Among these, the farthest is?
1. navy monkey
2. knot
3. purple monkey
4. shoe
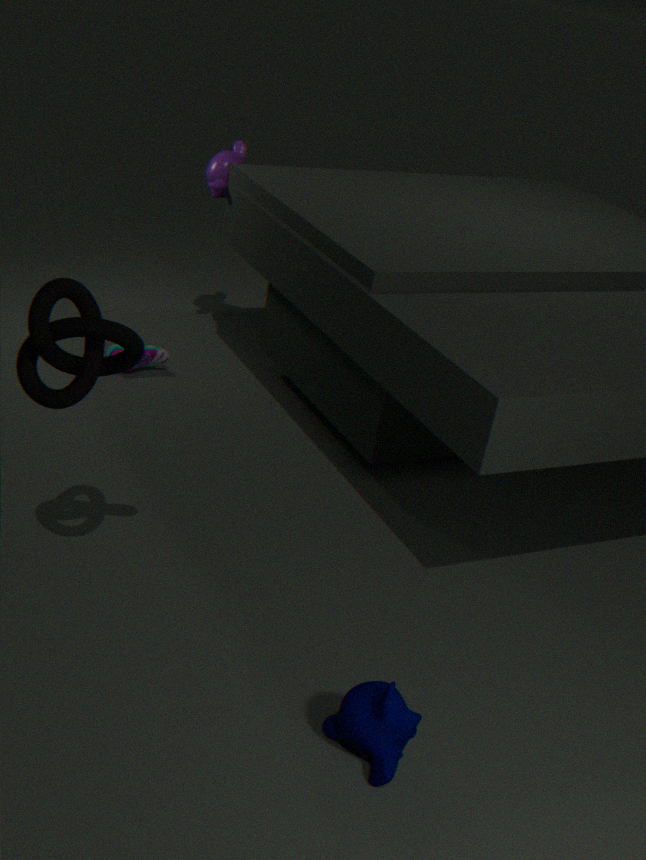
purple monkey
